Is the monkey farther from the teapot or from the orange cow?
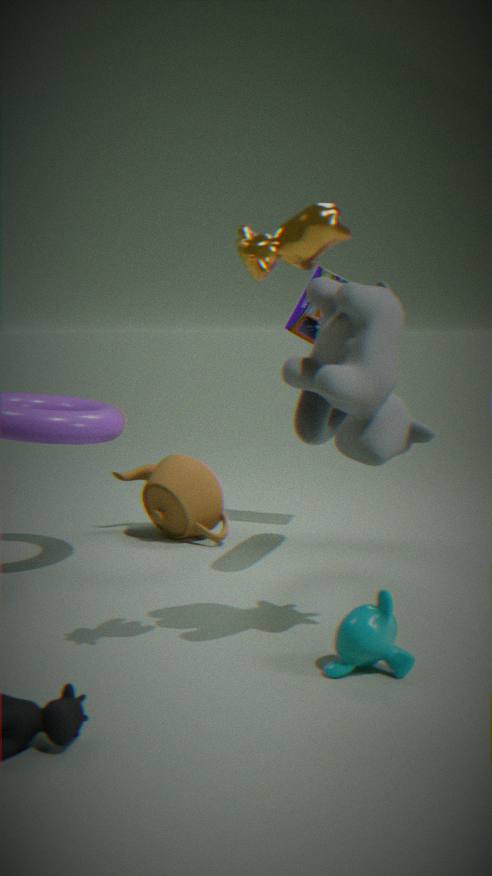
the teapot
